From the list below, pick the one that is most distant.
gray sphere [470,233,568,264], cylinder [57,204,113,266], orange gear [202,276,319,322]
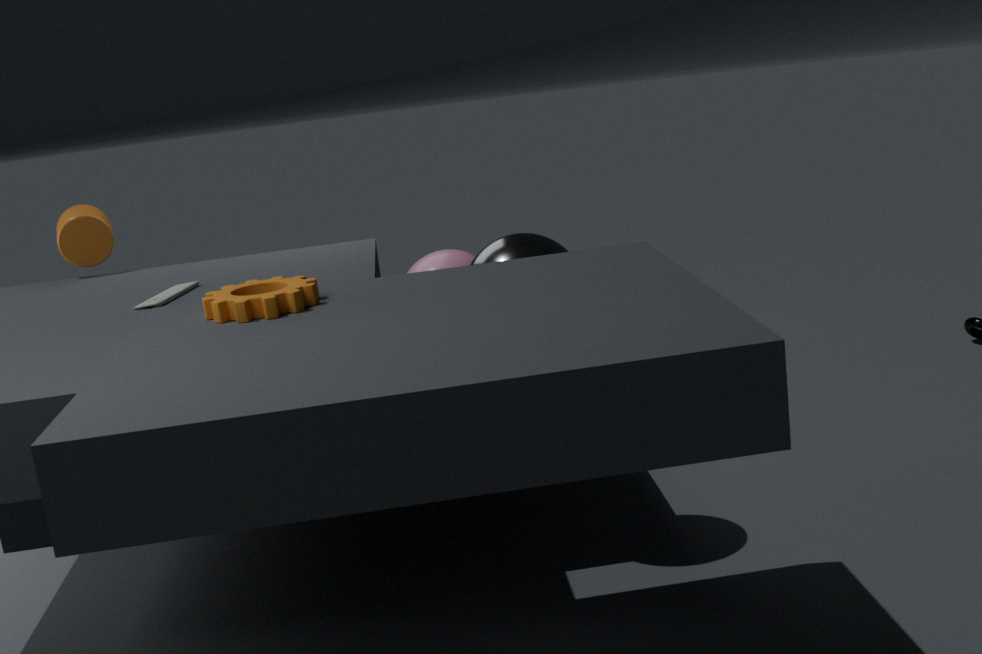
cylinder [57,204,113,266]
